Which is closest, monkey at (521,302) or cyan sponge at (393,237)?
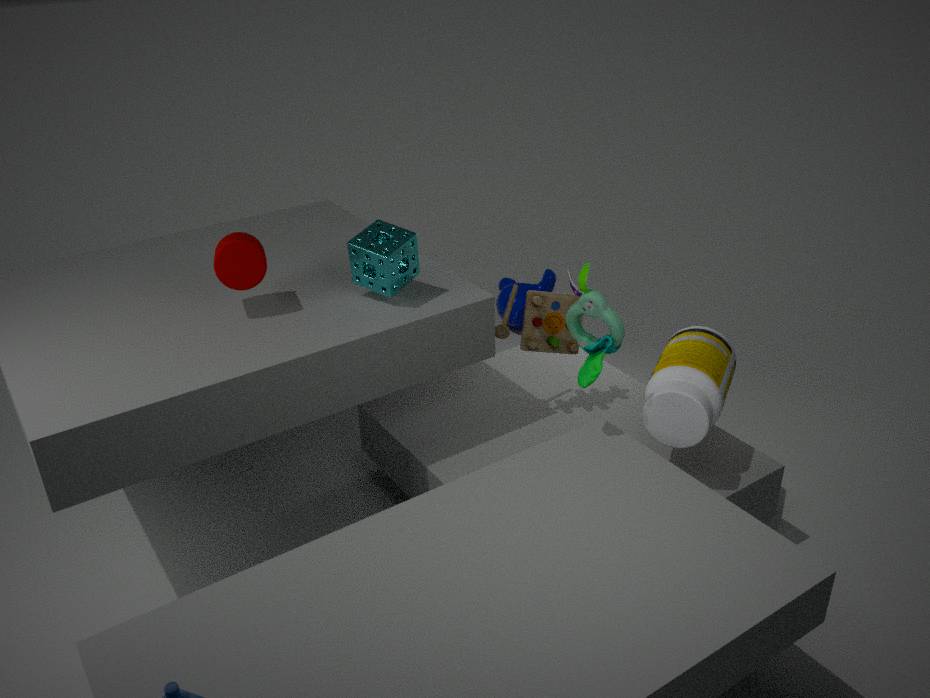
cyan sponge at (393,237)
